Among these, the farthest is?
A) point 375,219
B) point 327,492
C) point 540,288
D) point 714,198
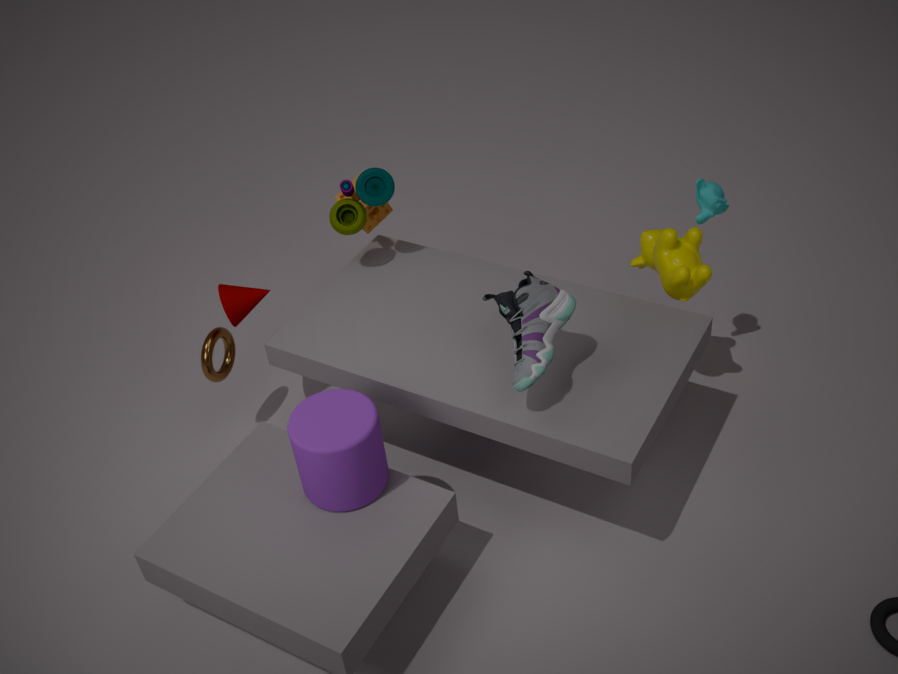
point 375,219
